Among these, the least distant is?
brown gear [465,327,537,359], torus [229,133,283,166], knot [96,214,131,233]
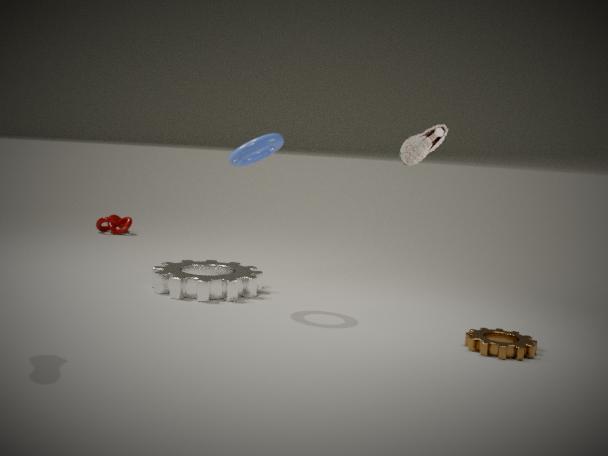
brown gear [465,327,537,359]
